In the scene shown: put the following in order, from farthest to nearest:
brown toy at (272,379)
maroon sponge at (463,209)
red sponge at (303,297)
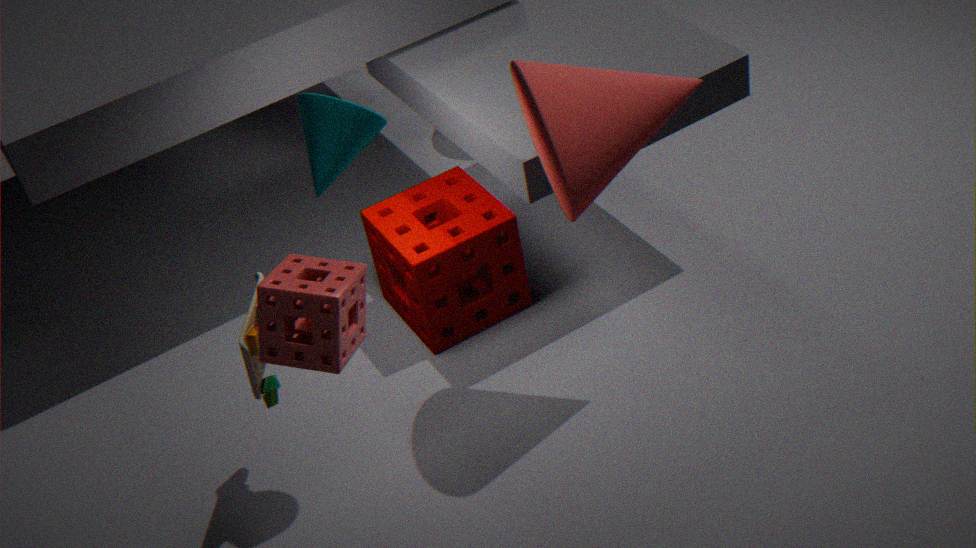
maroon sponge at (463,209) < brown toy at (272,379) < red sponge at (303,297)
